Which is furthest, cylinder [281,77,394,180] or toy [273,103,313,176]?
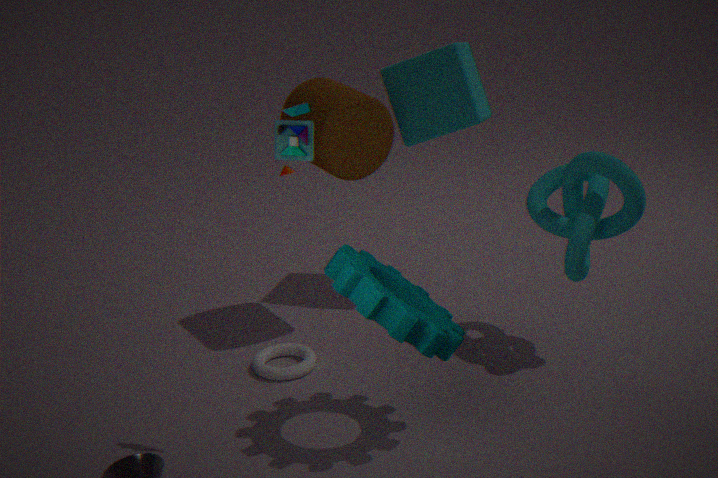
cylinder [281,77,394,180]
